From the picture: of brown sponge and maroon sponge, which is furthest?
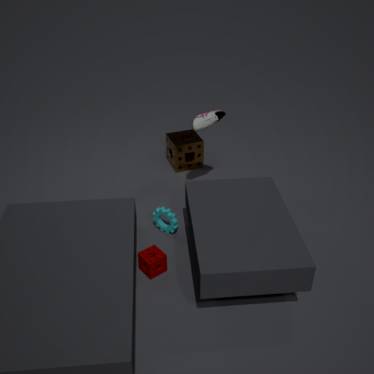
brown sponge
